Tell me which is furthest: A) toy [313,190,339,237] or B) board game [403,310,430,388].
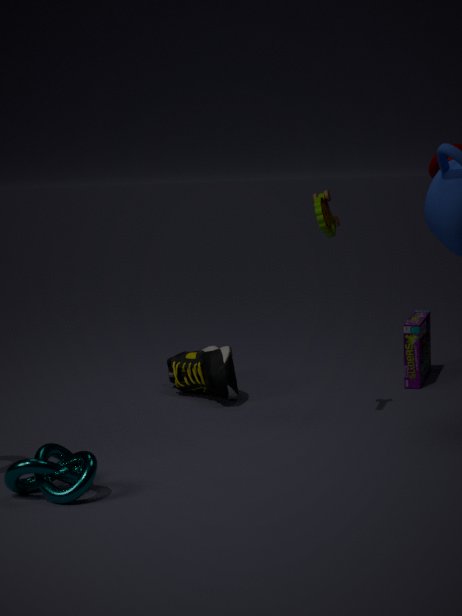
B. board game [403,310,430,388]
